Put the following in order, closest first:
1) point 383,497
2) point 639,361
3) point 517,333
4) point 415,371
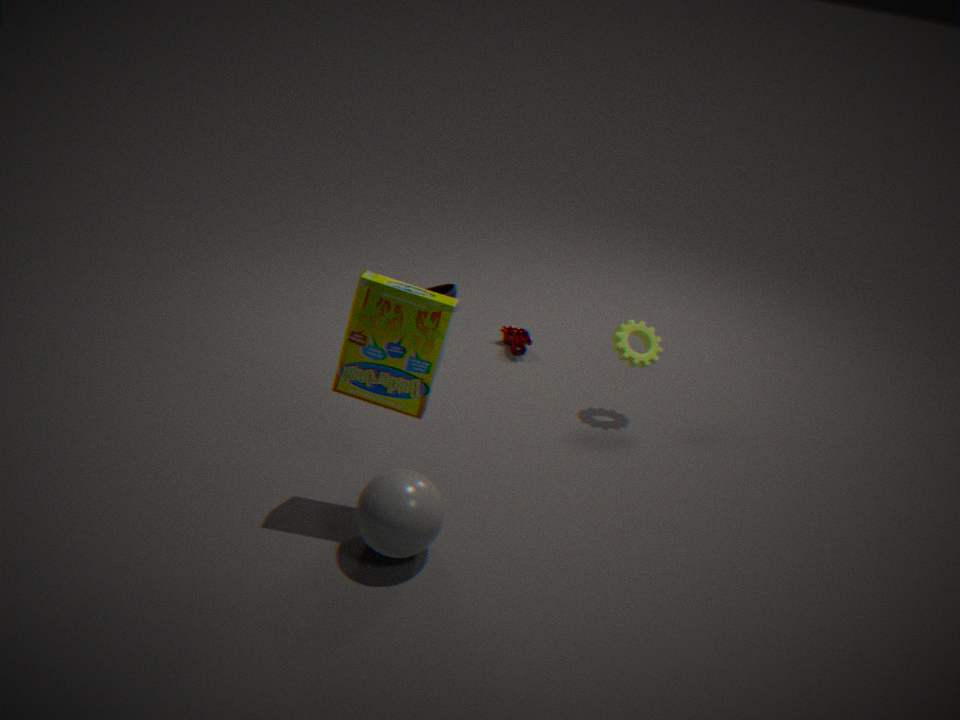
1. 1. point 383,497
2. 4. point 415,371
3. 2. point 639,361
4. 3. point 517,333
